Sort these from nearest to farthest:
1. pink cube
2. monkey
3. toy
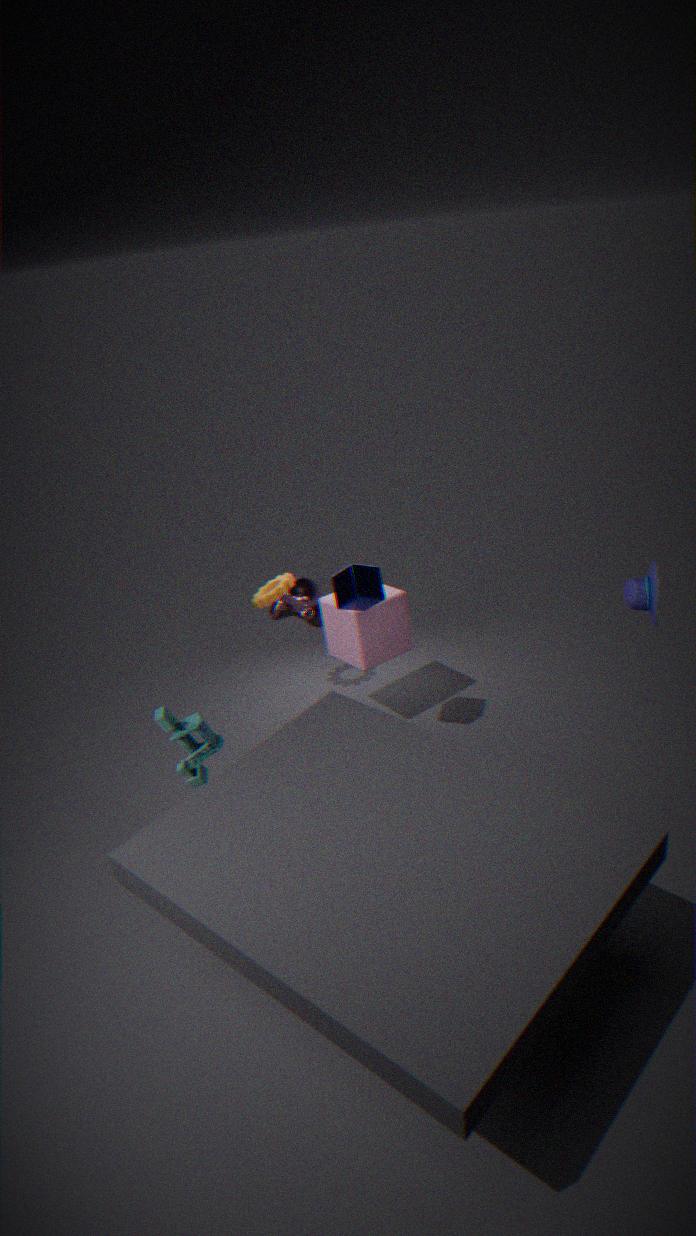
1. toy
2. pink cube
3. monkey
